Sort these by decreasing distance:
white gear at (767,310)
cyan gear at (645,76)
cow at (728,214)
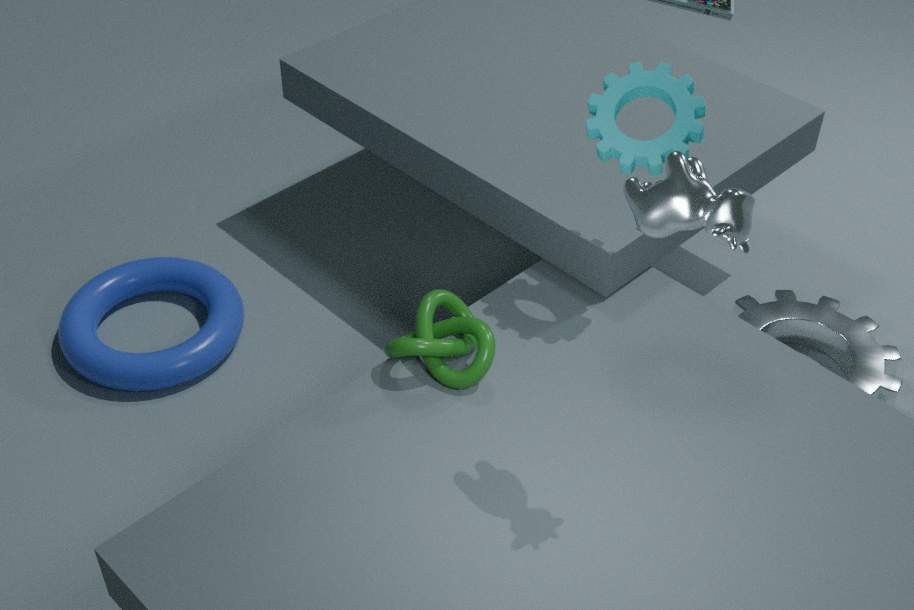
white gear at (767,310) < cyan gear at (645,76) < cow at (728,214)
